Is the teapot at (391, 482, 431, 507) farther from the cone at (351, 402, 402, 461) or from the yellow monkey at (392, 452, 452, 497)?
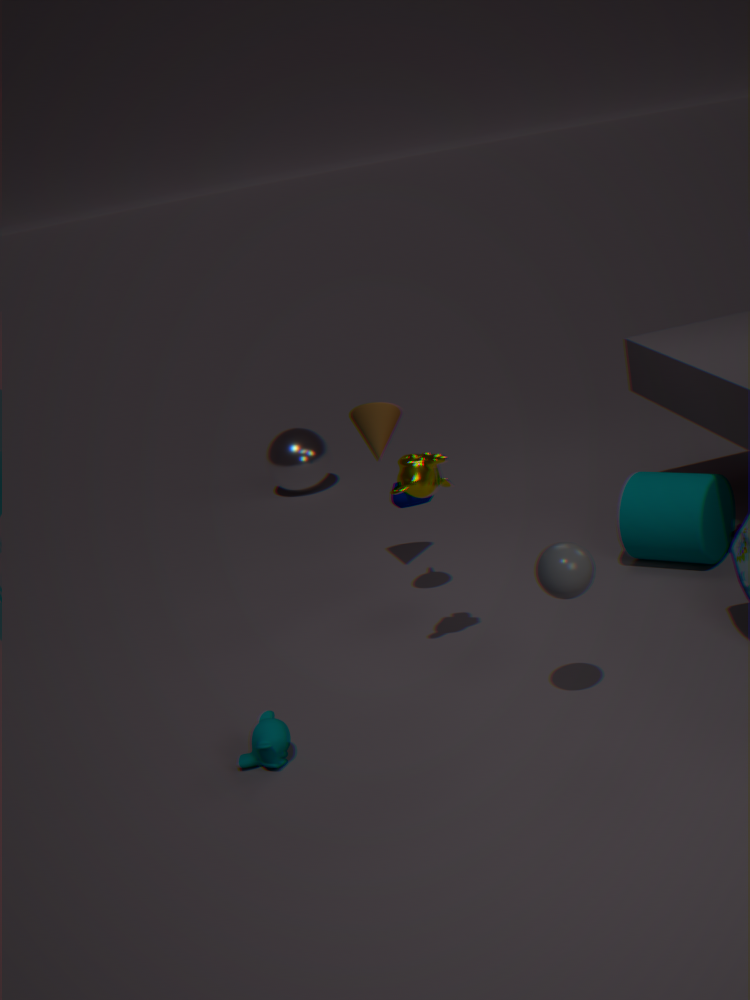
the yellow monkey at (392, 452, 452, 497)
